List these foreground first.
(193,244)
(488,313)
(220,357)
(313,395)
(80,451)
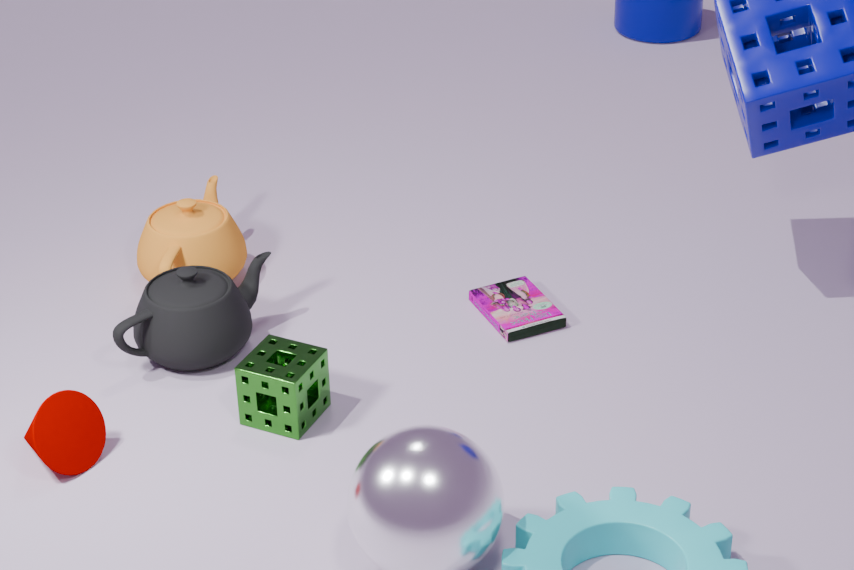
1. (80,451)
2. (313,395)
3. (220,357)
4. (488,313)
5. (193,244)
